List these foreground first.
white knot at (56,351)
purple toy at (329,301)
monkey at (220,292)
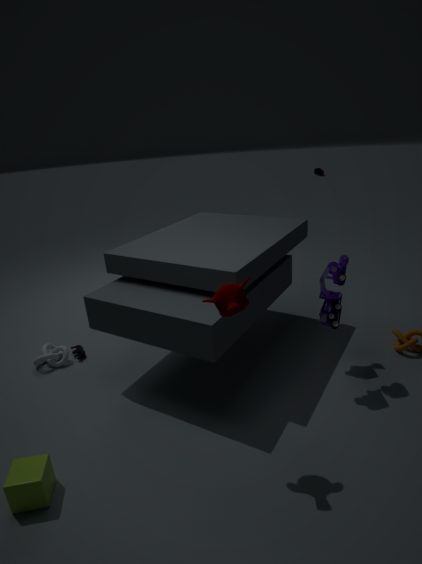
monkey at (220,292) < purple toy at (329,301) < white knot at (56,351)
